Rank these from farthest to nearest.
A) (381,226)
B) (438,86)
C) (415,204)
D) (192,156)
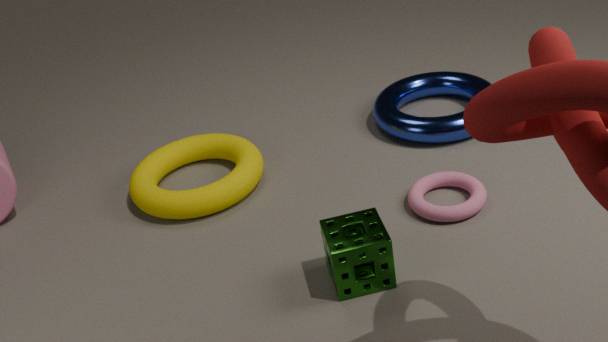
(438,86)
(192,156)
(415,204)
(381,226)
